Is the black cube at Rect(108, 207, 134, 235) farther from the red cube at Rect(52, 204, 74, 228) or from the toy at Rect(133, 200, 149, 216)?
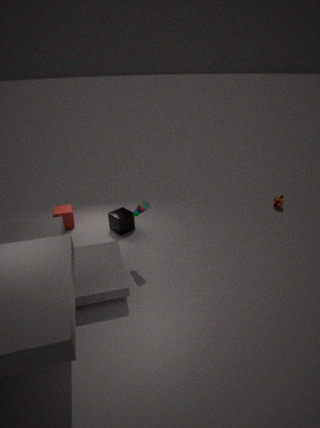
the toy at Rect(133, 200, 149, 216)
